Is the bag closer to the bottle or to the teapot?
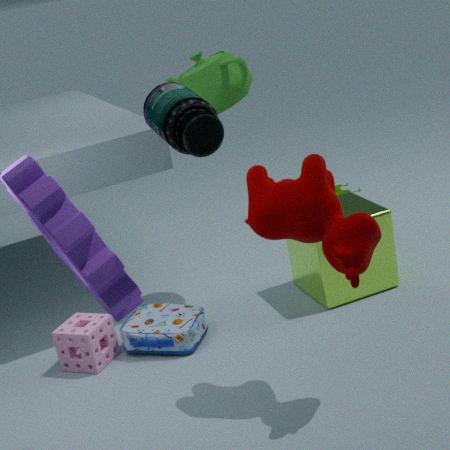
the teapot
